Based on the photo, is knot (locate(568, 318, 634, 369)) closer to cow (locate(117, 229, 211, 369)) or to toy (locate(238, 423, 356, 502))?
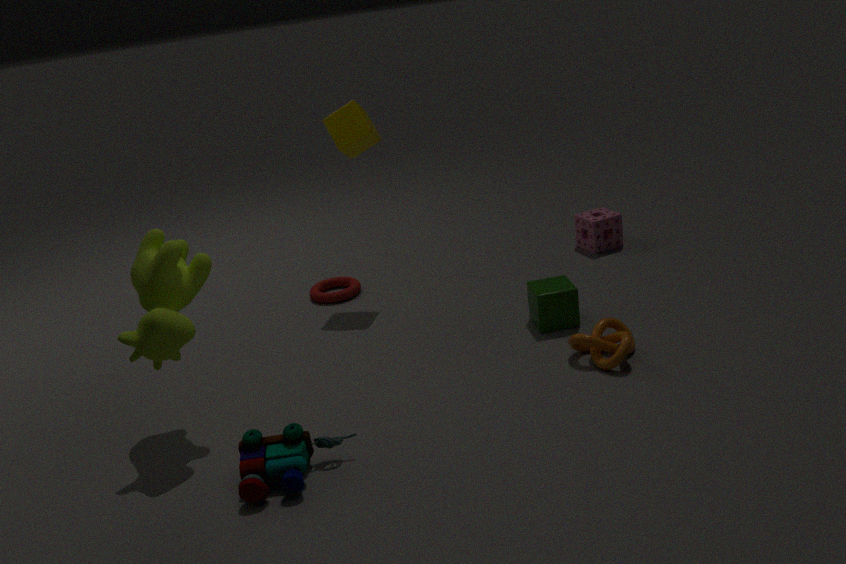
toy (locate(238, 423, 356, 502))
